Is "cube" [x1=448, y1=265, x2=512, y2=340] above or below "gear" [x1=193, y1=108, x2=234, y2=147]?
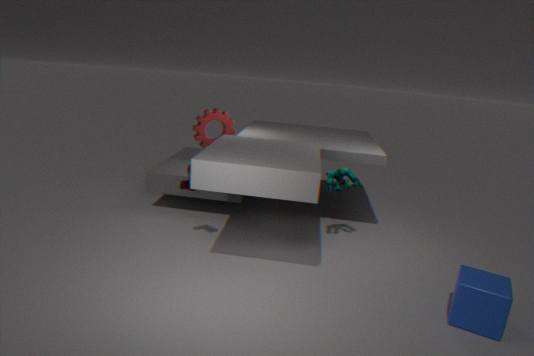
below
